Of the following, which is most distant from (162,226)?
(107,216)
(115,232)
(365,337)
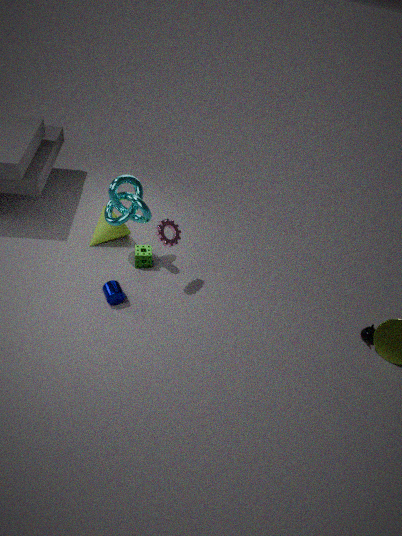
(365,337)
